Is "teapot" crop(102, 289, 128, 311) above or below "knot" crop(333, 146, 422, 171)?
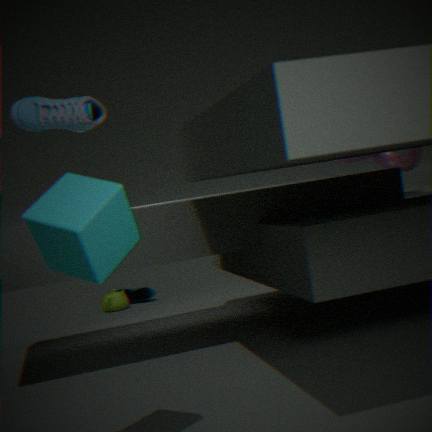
below
